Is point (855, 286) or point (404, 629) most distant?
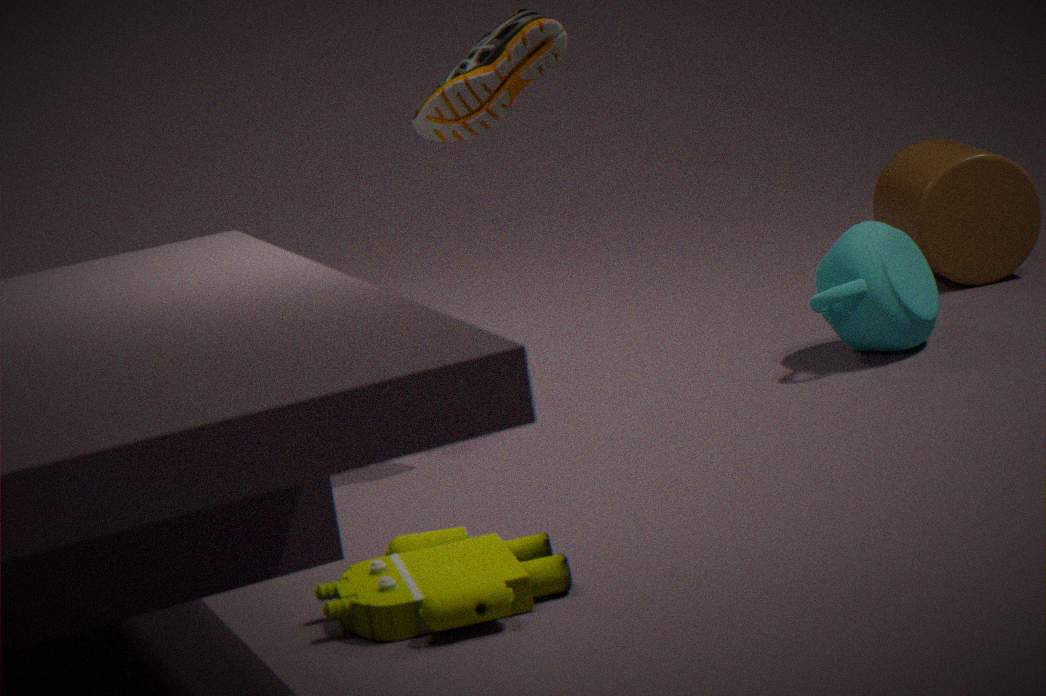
point (855, 286)
